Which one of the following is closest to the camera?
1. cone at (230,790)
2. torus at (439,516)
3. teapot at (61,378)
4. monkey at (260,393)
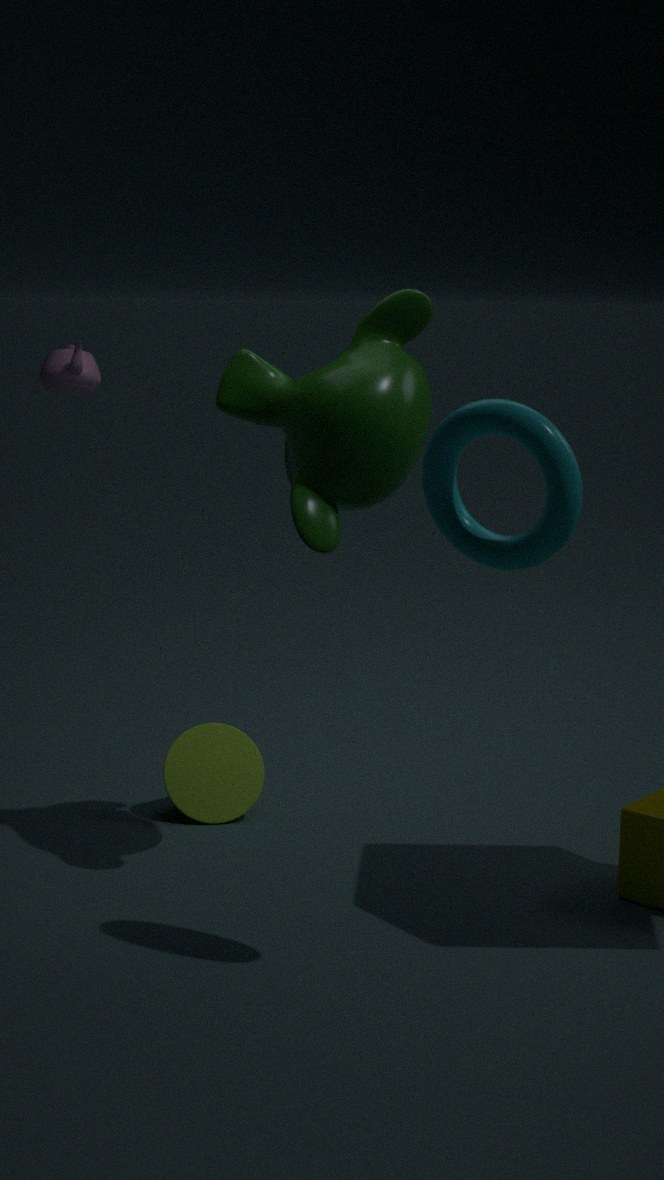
torus at (439,516)
